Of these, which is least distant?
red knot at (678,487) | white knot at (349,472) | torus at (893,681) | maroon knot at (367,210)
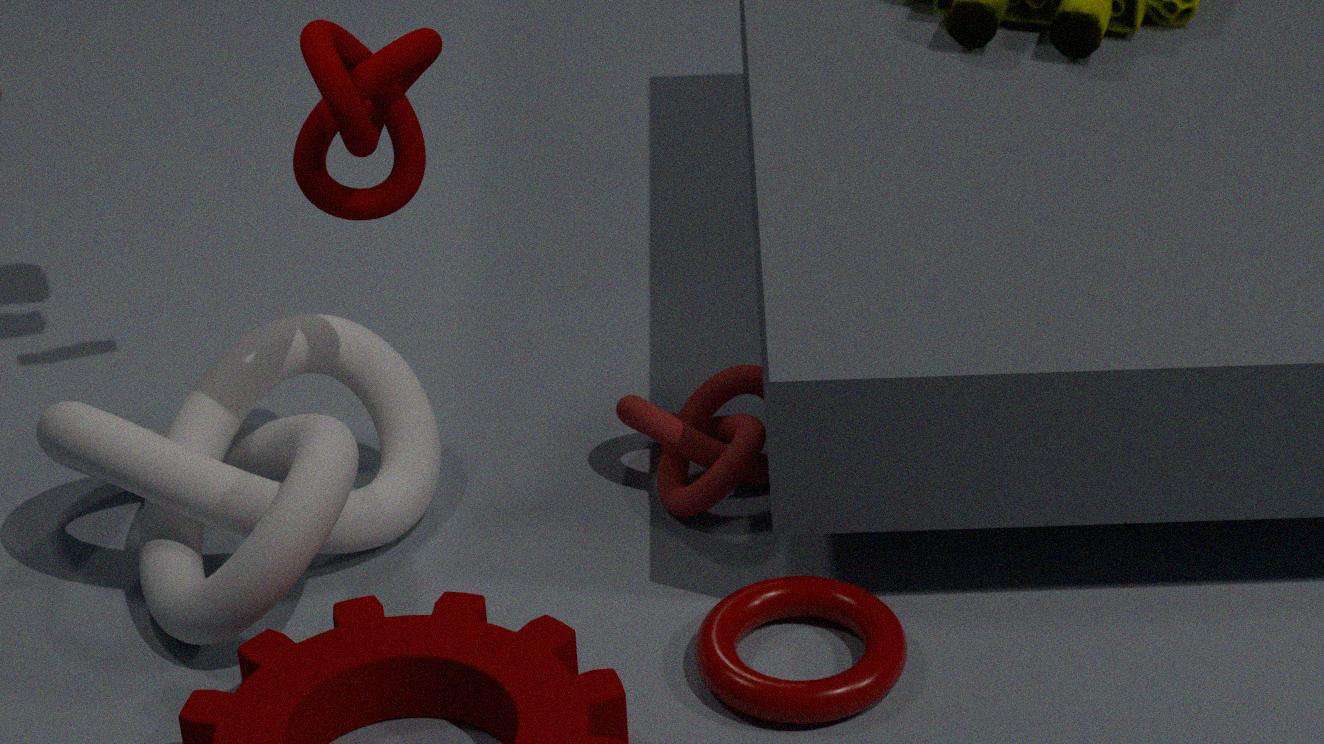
maroon knot at (367,210)
